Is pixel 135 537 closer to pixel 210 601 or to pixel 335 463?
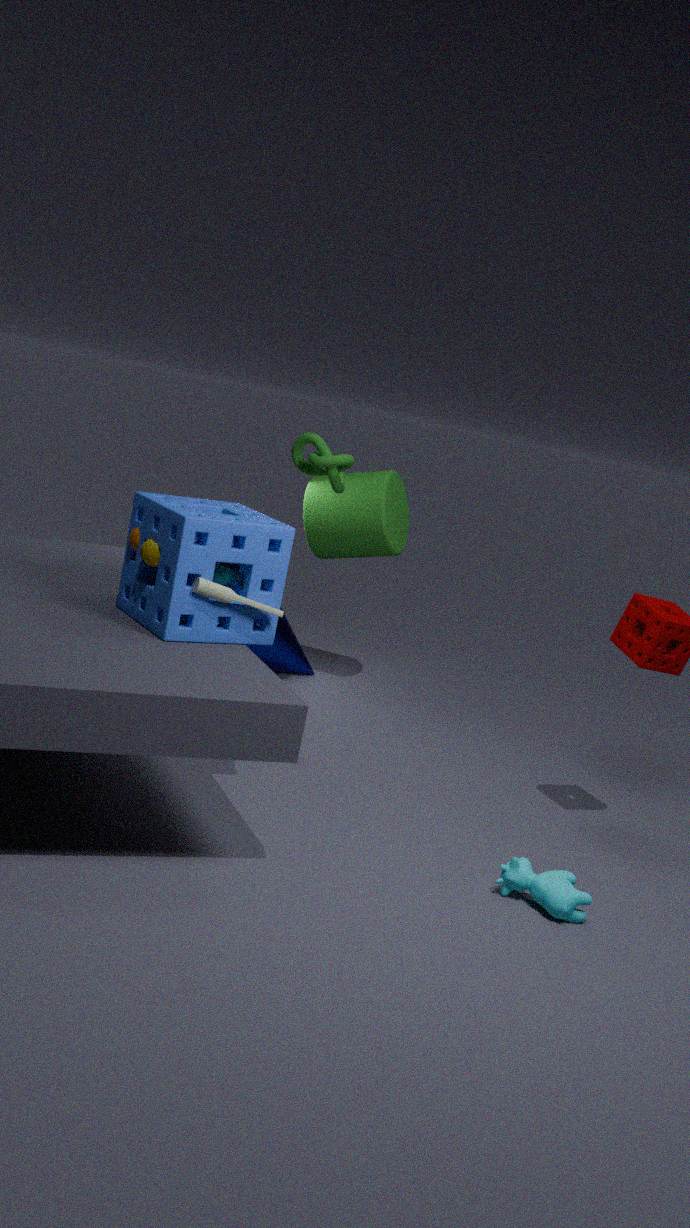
pixel 210 601
